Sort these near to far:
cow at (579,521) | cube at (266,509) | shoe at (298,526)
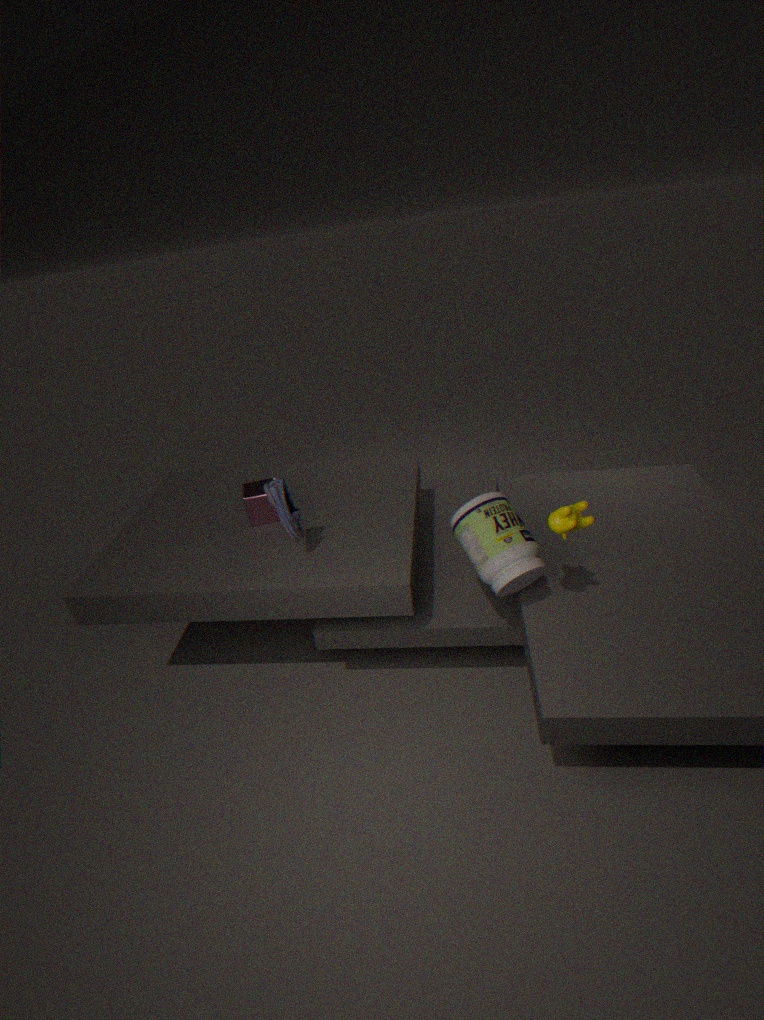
cow at (579,521), shoe at (298,526), cube at (266,509)
